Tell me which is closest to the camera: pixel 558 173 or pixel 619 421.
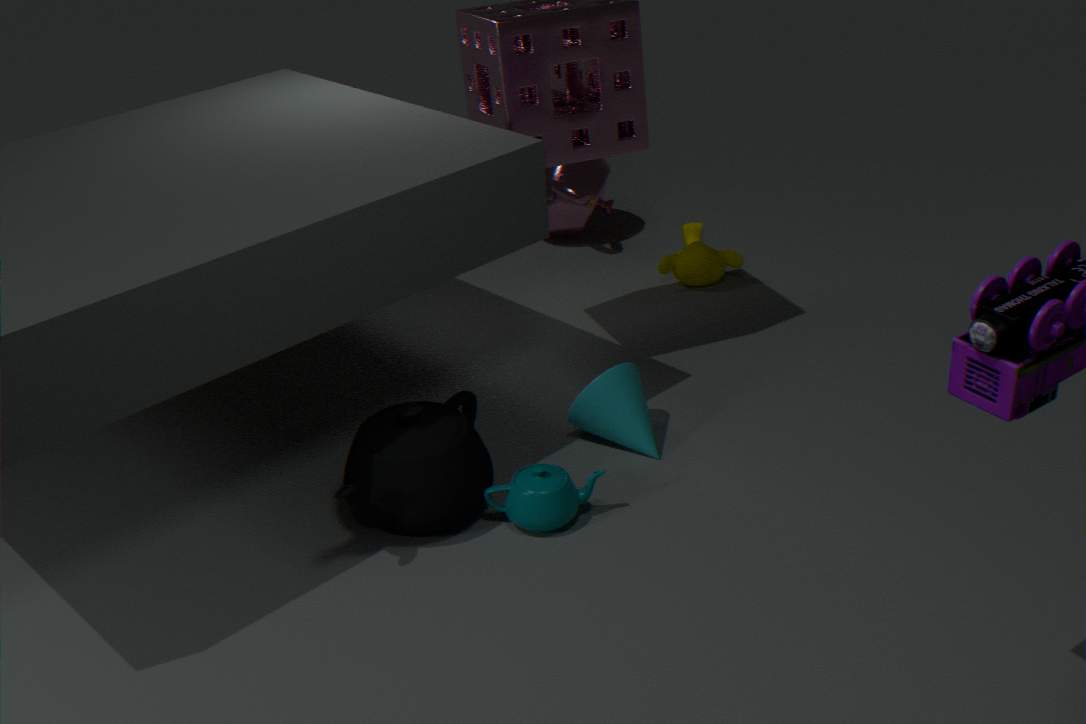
pixel 619 421
